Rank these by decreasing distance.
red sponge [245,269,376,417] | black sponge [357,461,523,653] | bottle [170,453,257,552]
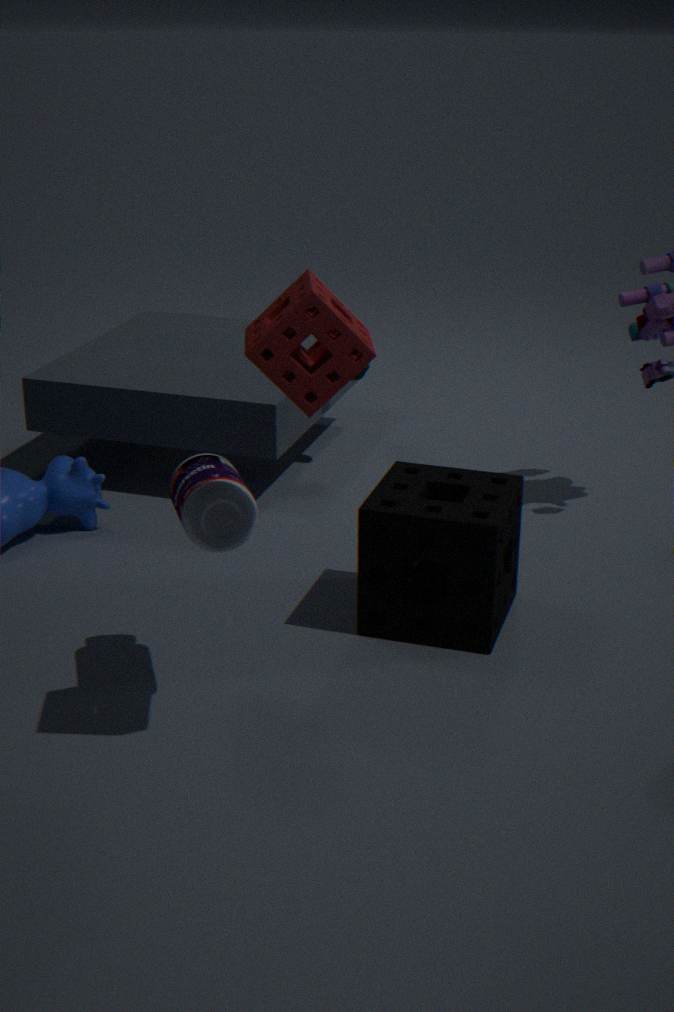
black sponge [357,461,523,653] → bottle [170,453,257,552] → red sponge [245,269,376,417]
